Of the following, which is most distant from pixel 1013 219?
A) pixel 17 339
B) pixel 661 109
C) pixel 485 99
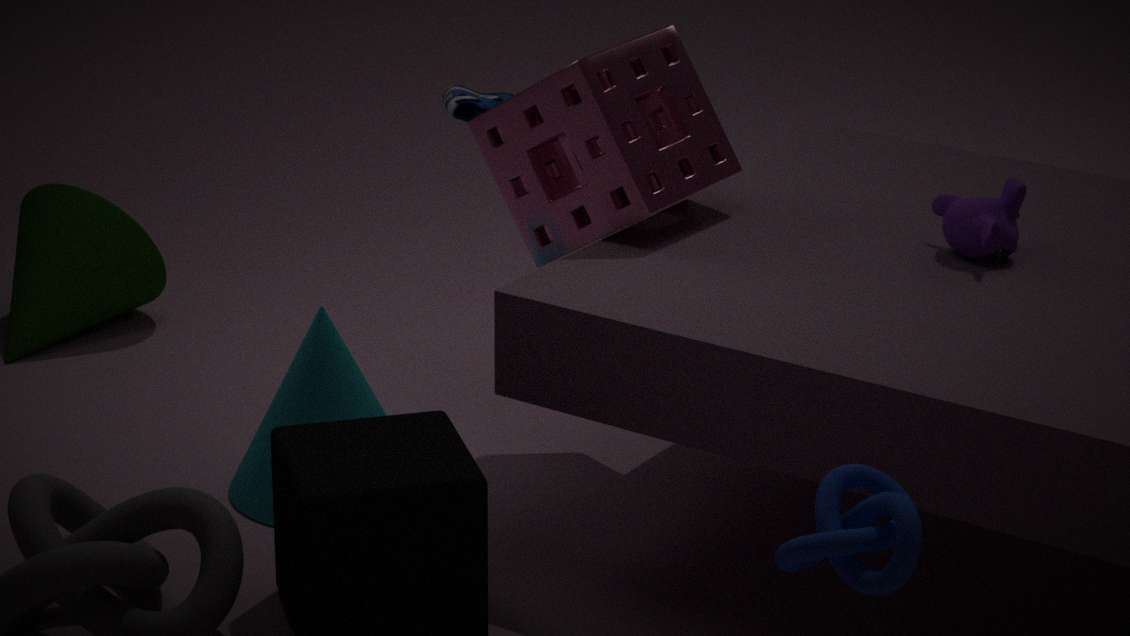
pixel 17 339
